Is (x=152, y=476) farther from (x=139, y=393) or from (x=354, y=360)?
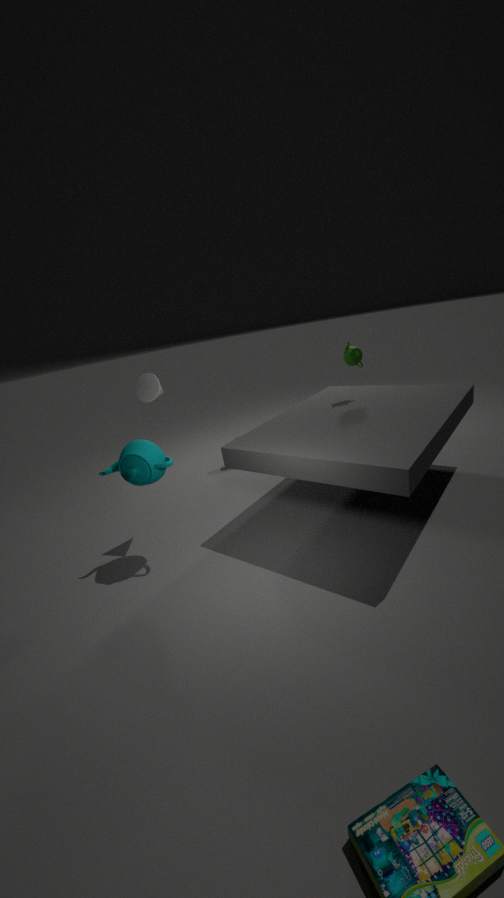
(x=354, y=360)
